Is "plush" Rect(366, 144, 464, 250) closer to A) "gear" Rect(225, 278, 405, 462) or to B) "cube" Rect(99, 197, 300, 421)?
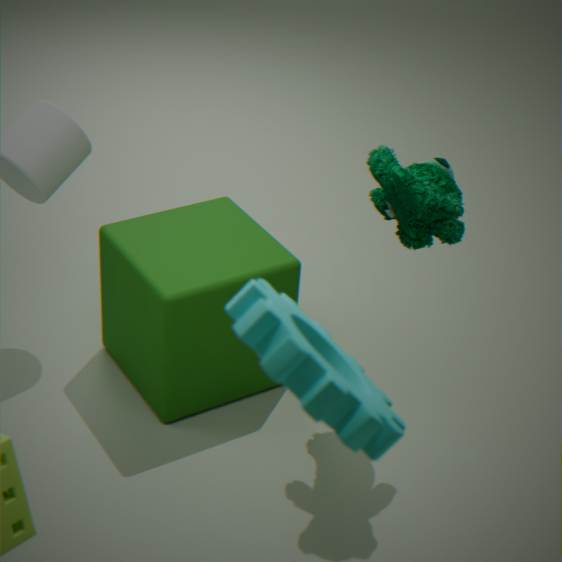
B) "cube" Rect(99, 197, 300, 421)
